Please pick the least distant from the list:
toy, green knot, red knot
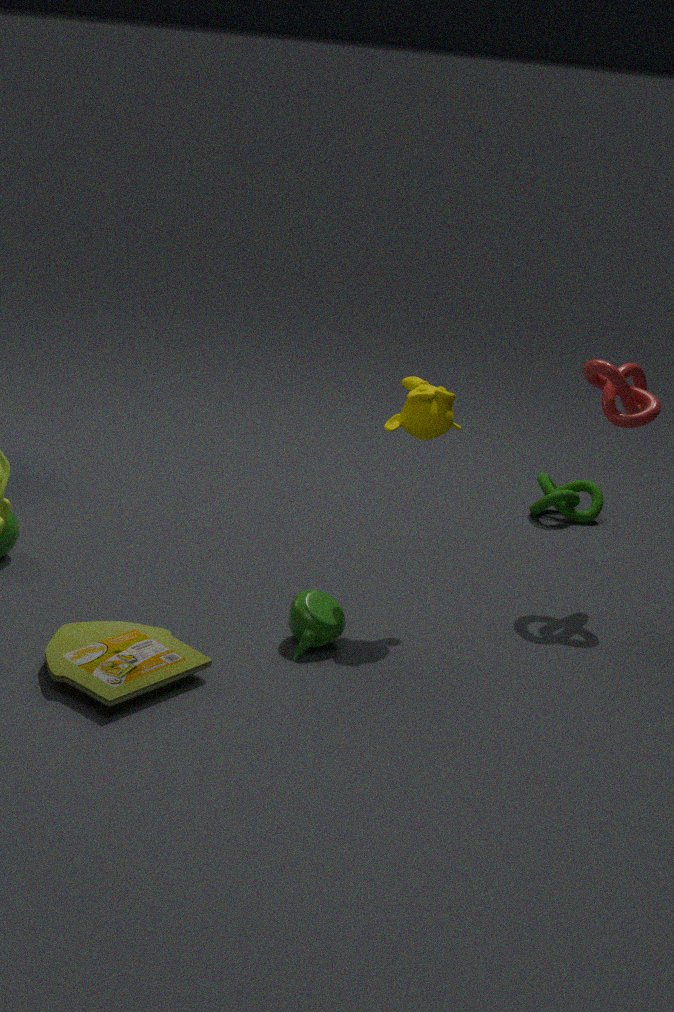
toy
